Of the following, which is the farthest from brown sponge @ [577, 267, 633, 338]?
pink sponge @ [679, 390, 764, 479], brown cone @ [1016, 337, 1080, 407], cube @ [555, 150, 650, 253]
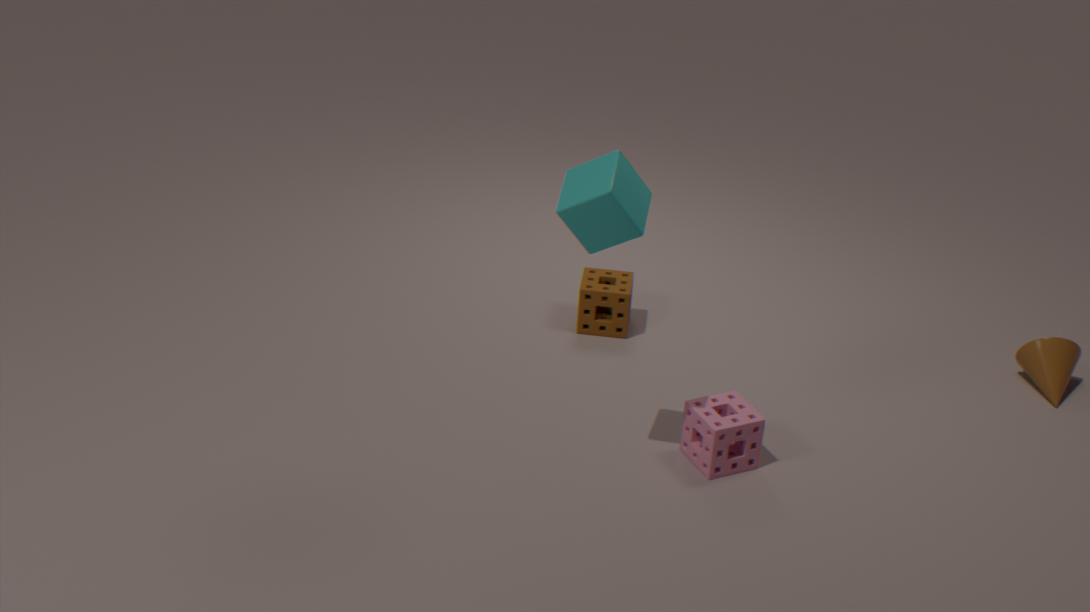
brown cone @ [1016, 337, 1080, 407]
